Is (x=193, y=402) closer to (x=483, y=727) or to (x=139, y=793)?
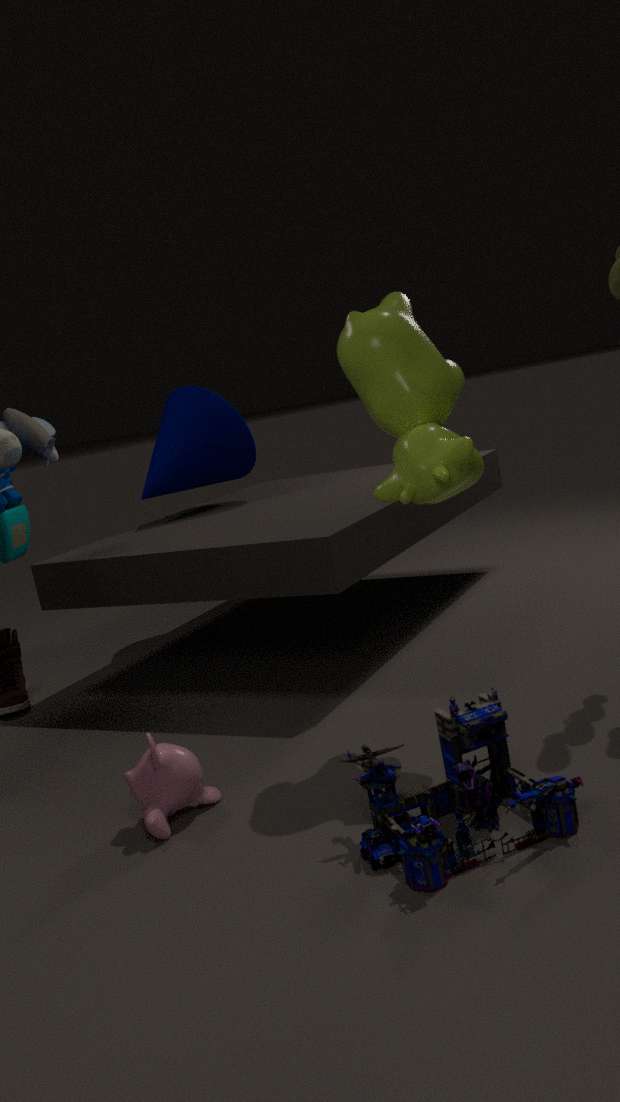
(x=139, y=793)
